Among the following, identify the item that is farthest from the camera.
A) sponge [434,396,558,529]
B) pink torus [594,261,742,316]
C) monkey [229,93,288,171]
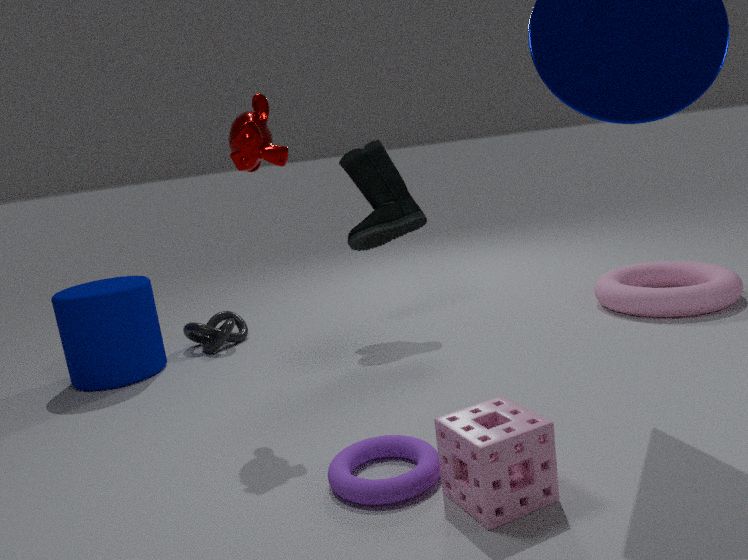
pink torus [594,261,742,316]
